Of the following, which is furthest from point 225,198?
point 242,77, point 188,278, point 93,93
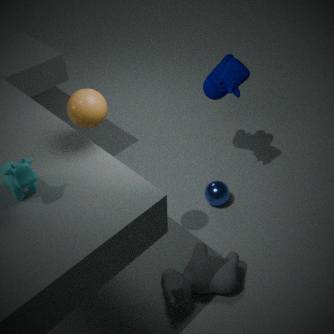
point 93,93
